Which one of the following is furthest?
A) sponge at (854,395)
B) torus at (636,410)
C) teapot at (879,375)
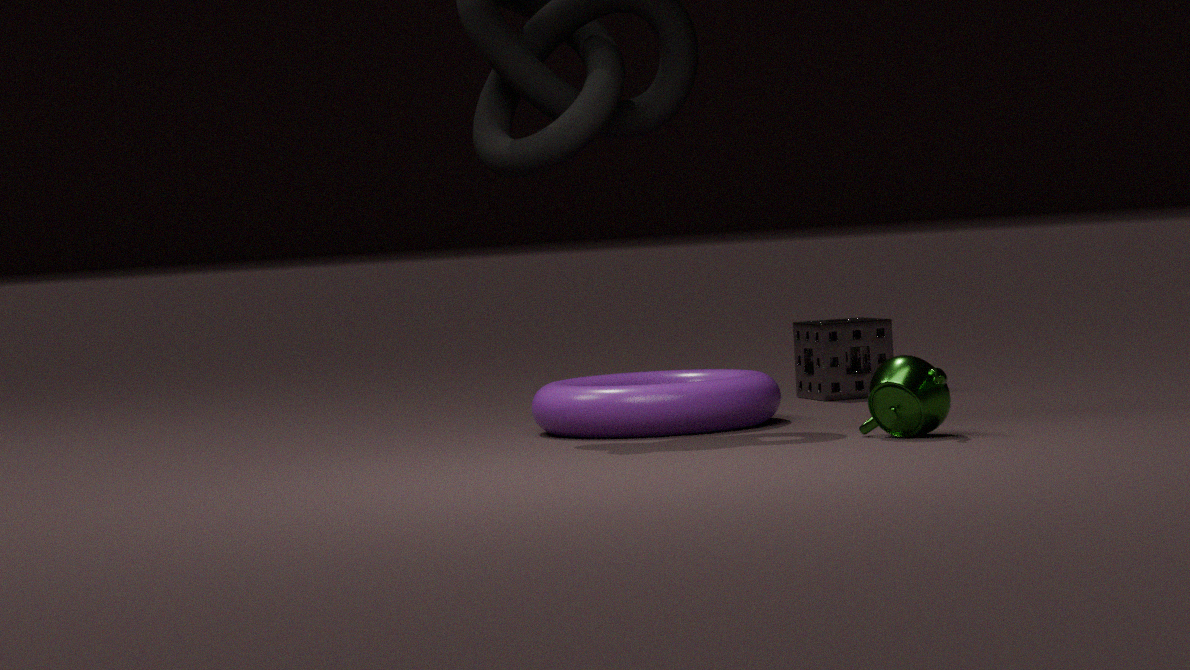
sponge at (854,395)
